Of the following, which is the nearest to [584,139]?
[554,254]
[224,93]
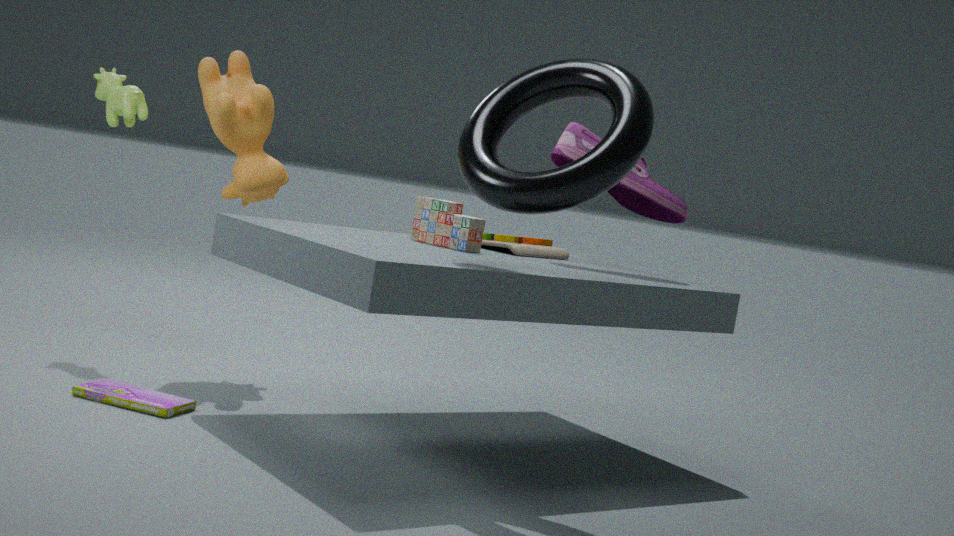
[554,254]
